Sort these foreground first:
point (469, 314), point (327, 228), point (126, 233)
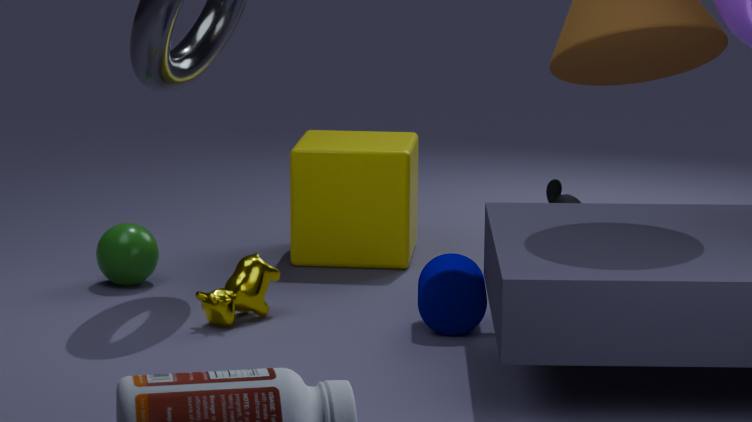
1. point (469, 314)
2. point (126, 233)
3. point (327, 228)
